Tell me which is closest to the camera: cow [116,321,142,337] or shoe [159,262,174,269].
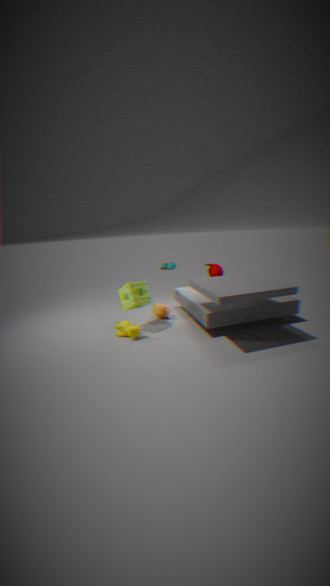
cow [116,321,142,337]
